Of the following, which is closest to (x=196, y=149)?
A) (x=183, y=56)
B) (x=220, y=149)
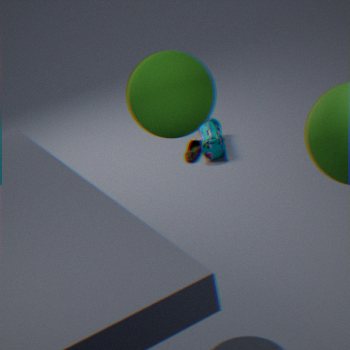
(x=220, y=149)
